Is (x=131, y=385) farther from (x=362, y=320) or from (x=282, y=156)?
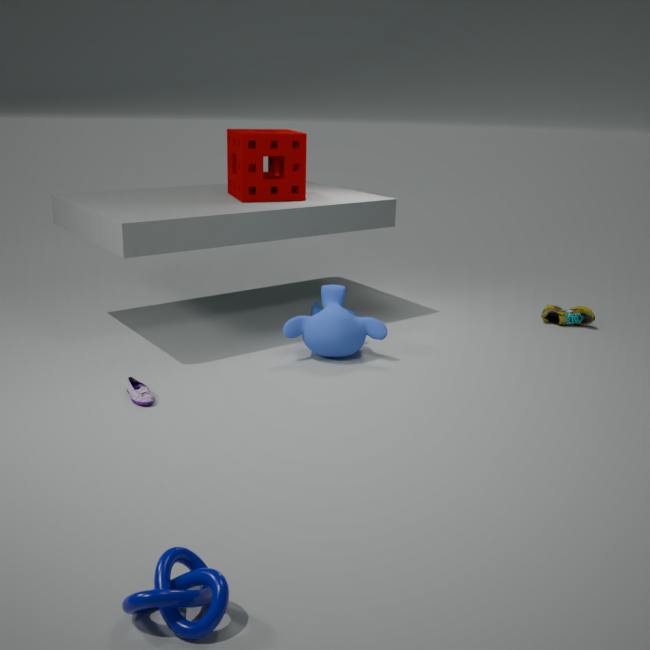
(x=282, y=156)
